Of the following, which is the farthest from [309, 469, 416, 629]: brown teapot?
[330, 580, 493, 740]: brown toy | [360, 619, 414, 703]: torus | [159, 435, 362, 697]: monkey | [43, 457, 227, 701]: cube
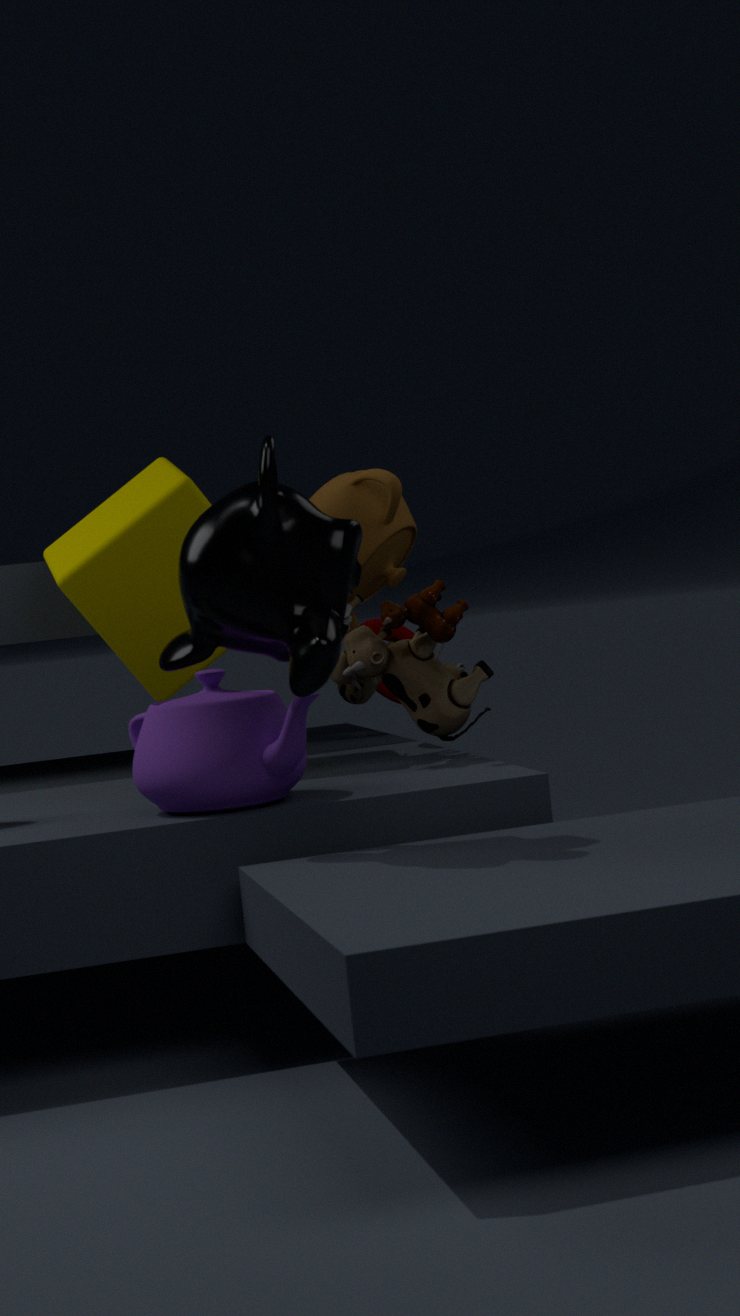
[159, 435, 362, 697]: monkey
